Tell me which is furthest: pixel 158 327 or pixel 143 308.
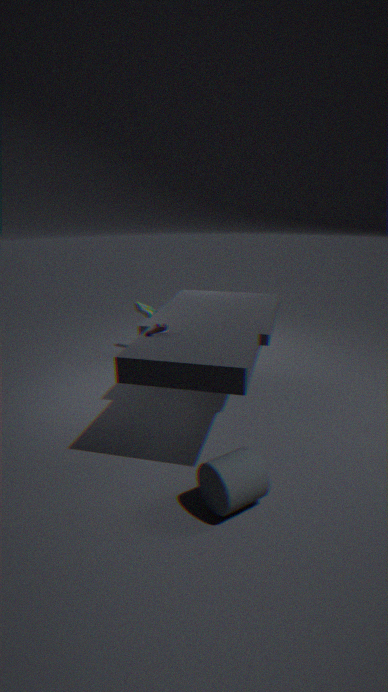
pixel 143 308
